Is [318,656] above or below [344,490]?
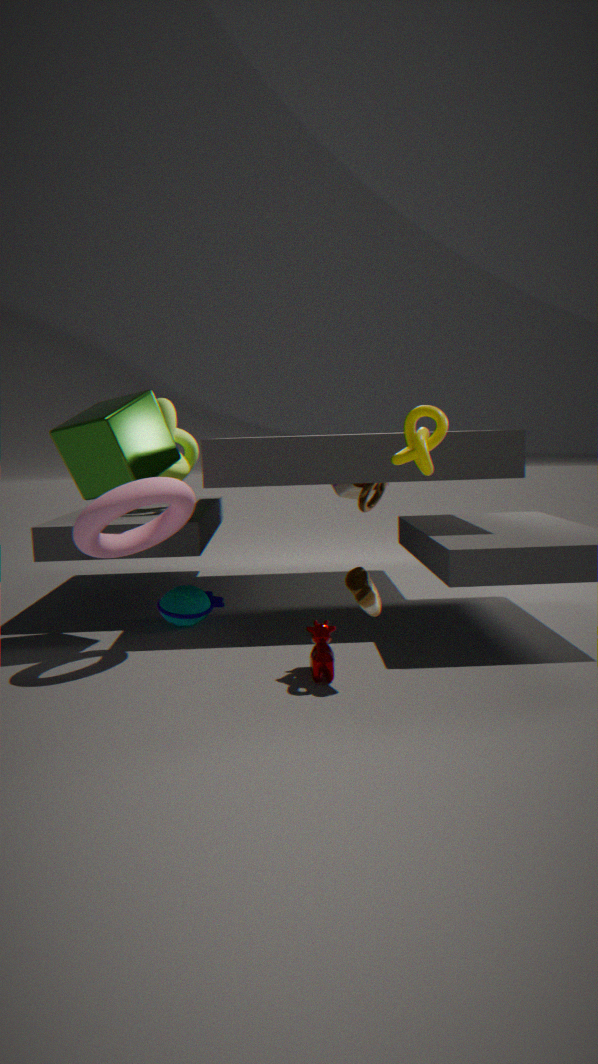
below
